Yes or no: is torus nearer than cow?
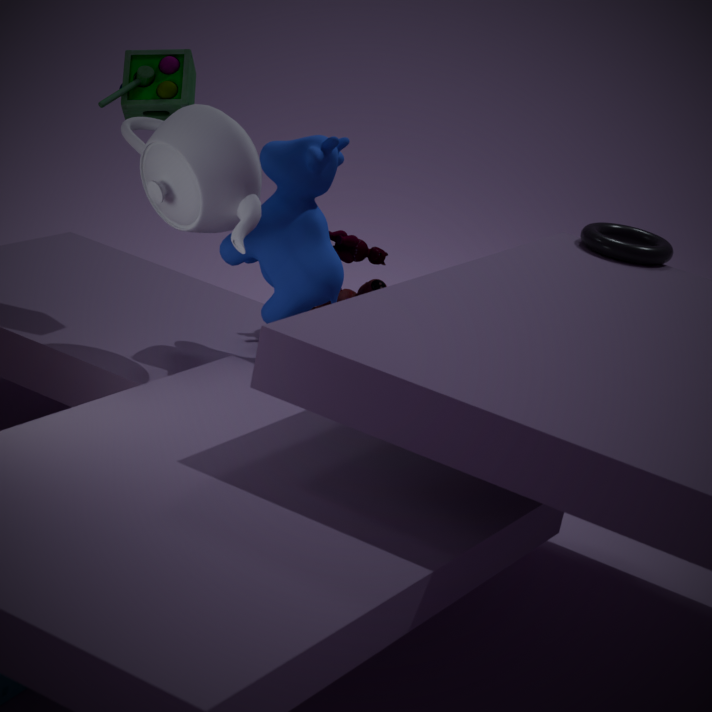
No
